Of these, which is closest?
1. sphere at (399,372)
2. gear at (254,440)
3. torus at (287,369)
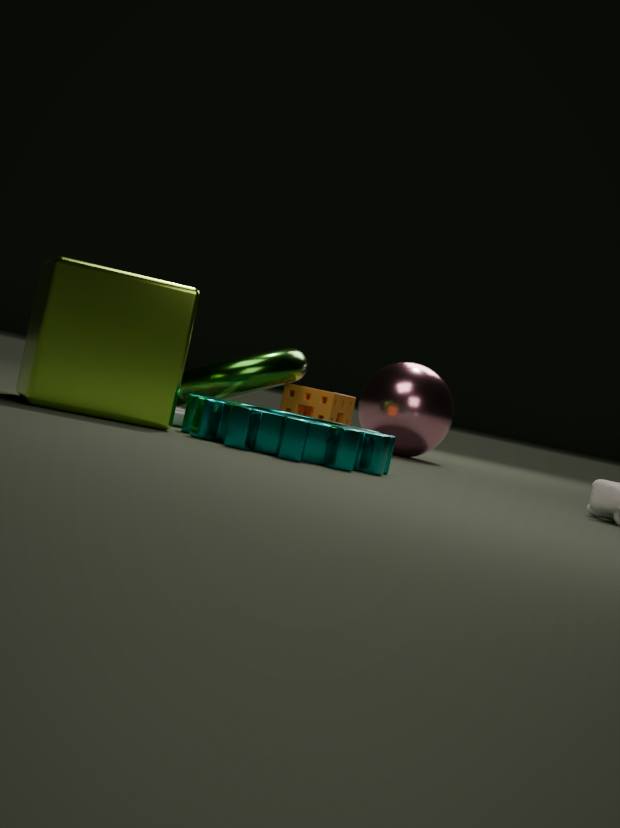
gear at (254,440)
